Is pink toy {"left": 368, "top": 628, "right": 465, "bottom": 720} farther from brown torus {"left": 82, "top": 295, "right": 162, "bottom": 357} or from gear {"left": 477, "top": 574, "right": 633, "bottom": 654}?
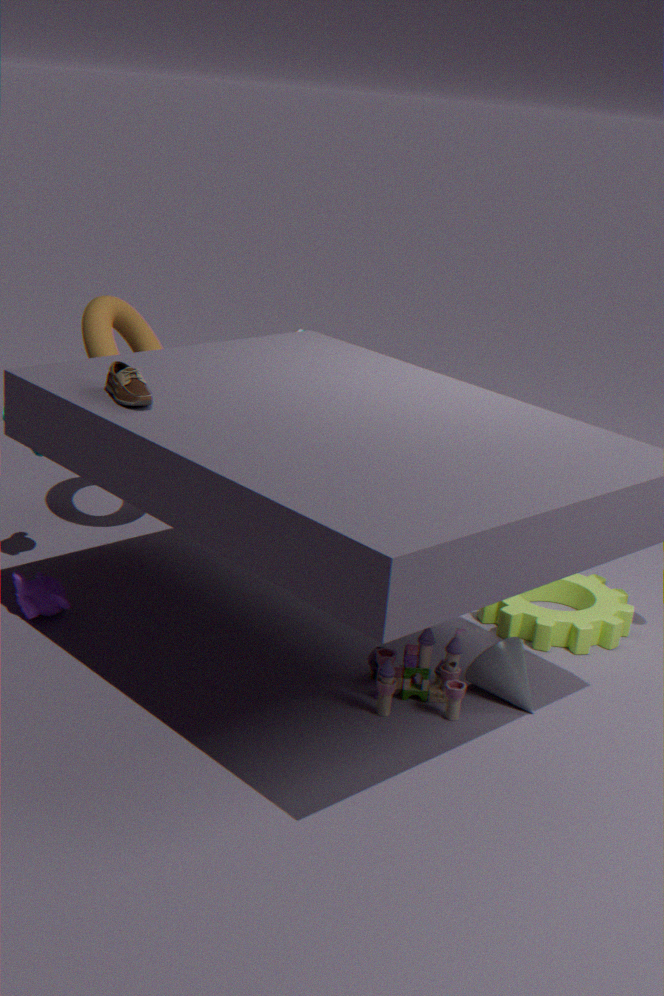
brown torus {"left": 82, "top": 295, "right": 162, "bottom": 357}
